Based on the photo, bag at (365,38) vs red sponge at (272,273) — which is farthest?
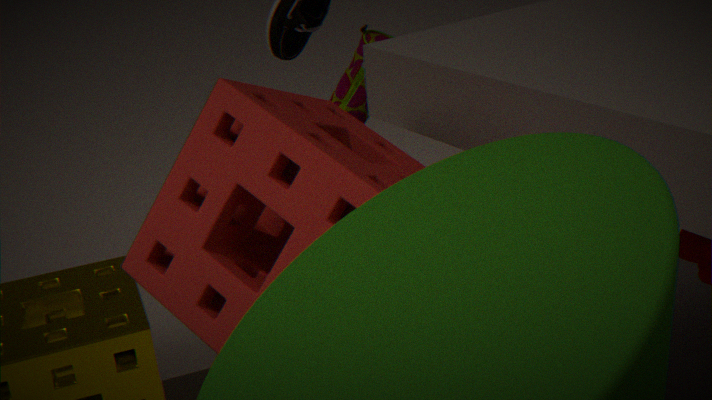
bag at (365,38)
